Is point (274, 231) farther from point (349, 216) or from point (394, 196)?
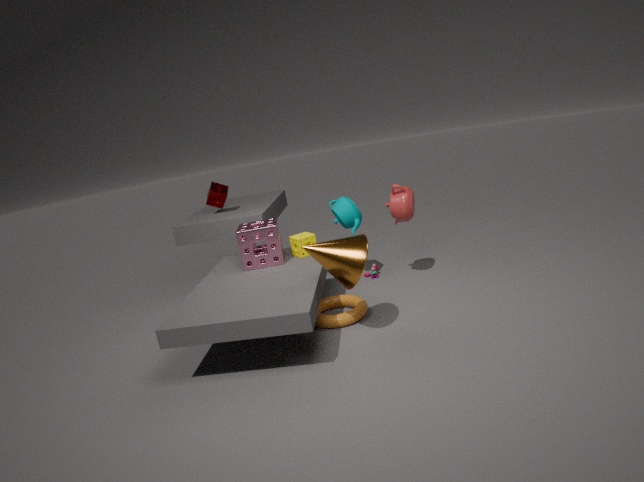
point (394, 196)
